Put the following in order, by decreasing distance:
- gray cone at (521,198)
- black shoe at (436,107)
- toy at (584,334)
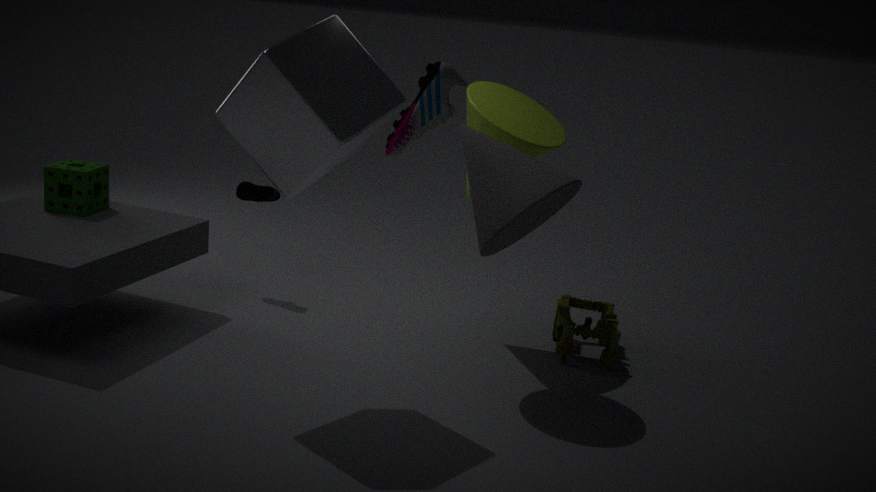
toy at (584,334)
gray cone at (521,198)
black shoe at (436,107)
